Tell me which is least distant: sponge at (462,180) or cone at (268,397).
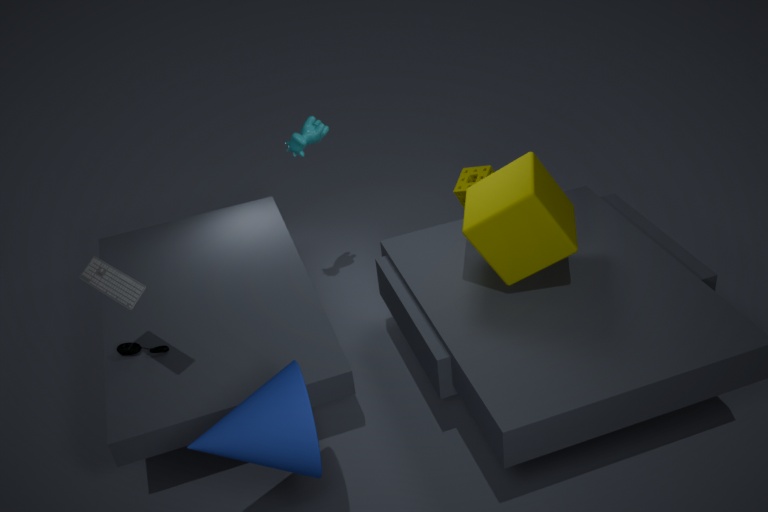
cone at (268,397)
